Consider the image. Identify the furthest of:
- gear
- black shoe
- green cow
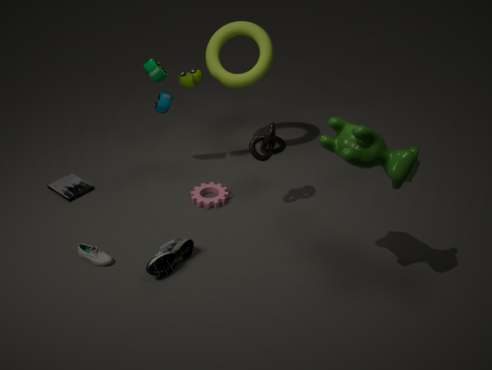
gear
